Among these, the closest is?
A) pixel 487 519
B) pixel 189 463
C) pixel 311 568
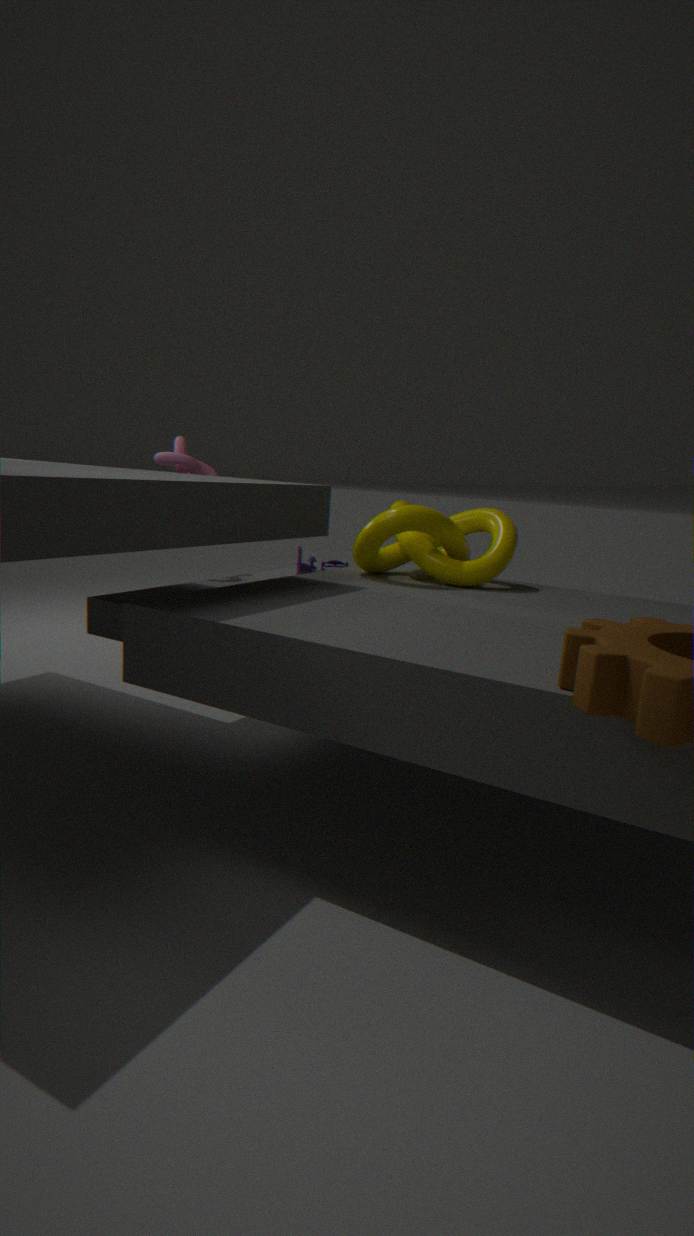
pixel 487 519
